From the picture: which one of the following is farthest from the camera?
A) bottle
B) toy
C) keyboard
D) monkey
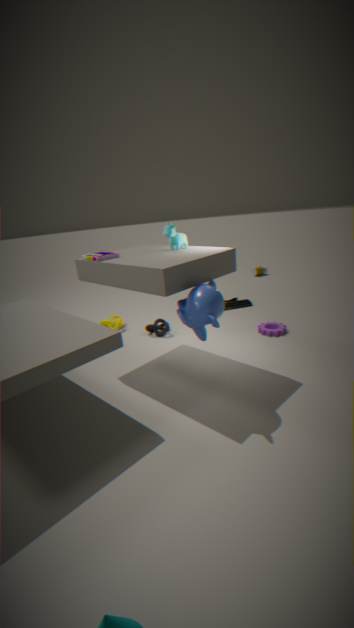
bottle
